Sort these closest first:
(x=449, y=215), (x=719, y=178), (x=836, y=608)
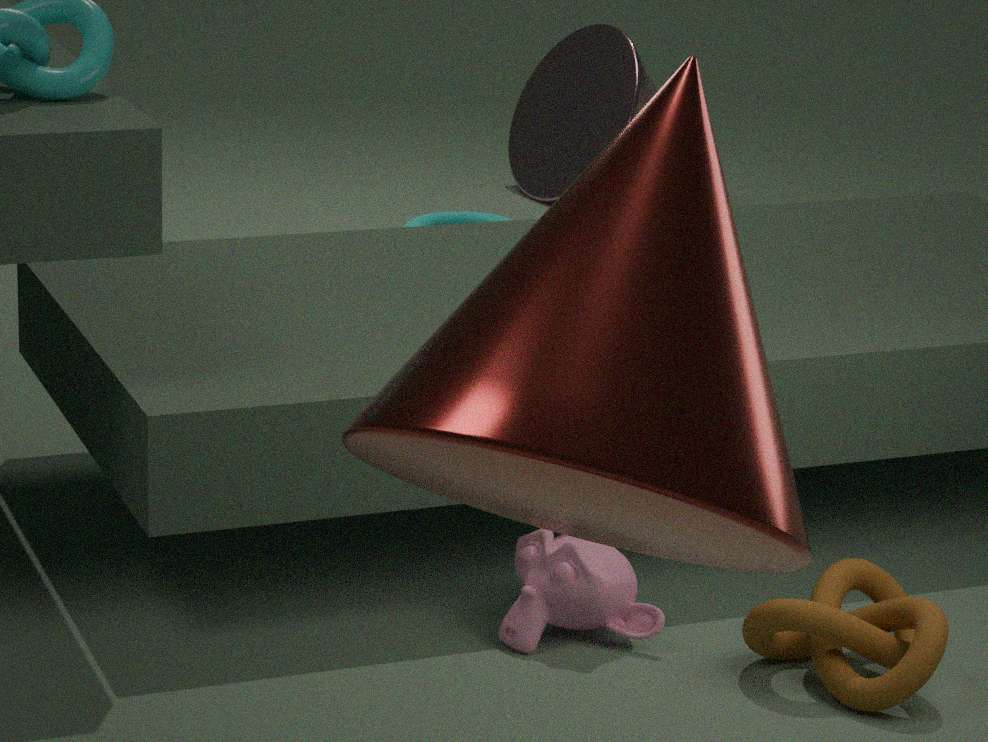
(x=719, y=178), (x=836, y=608), (x=449, y=215)
